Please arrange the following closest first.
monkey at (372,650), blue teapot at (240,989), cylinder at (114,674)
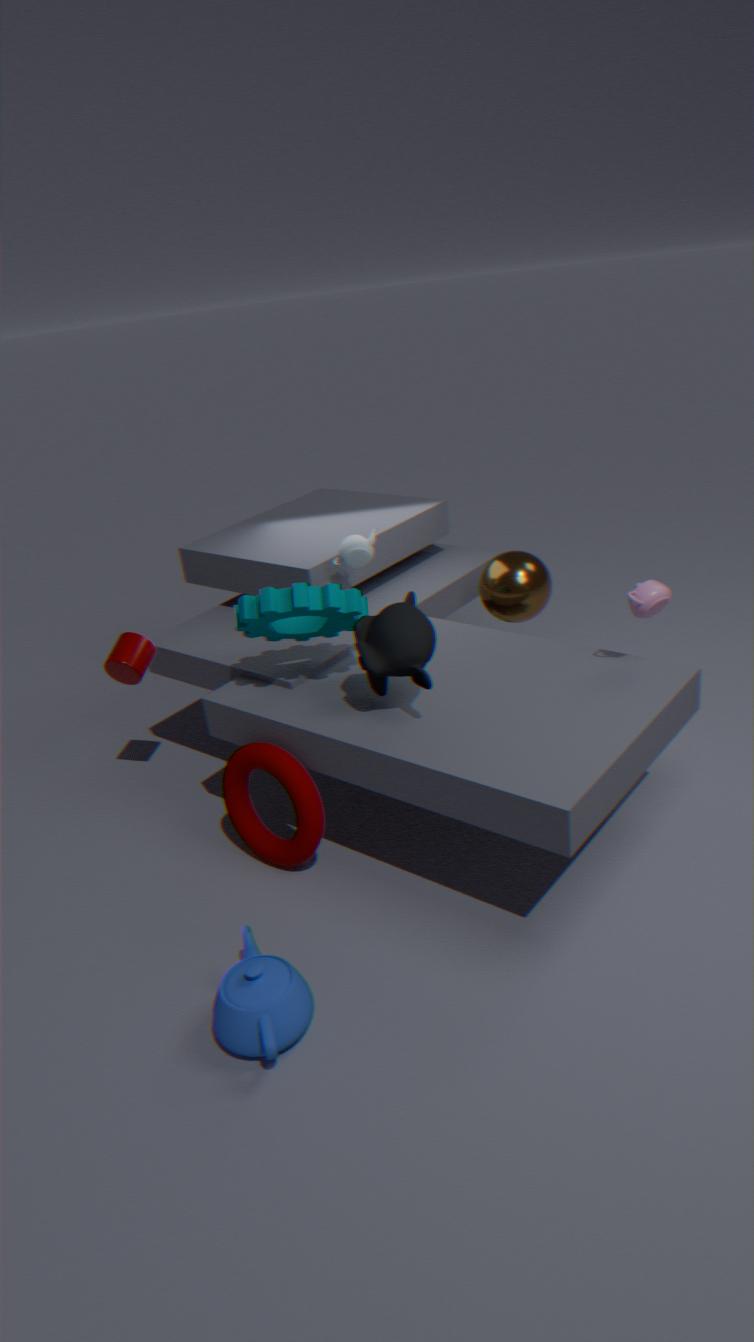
blue teapot at (240,989)
monkey at (372,650)
cylinder at (114,674)
